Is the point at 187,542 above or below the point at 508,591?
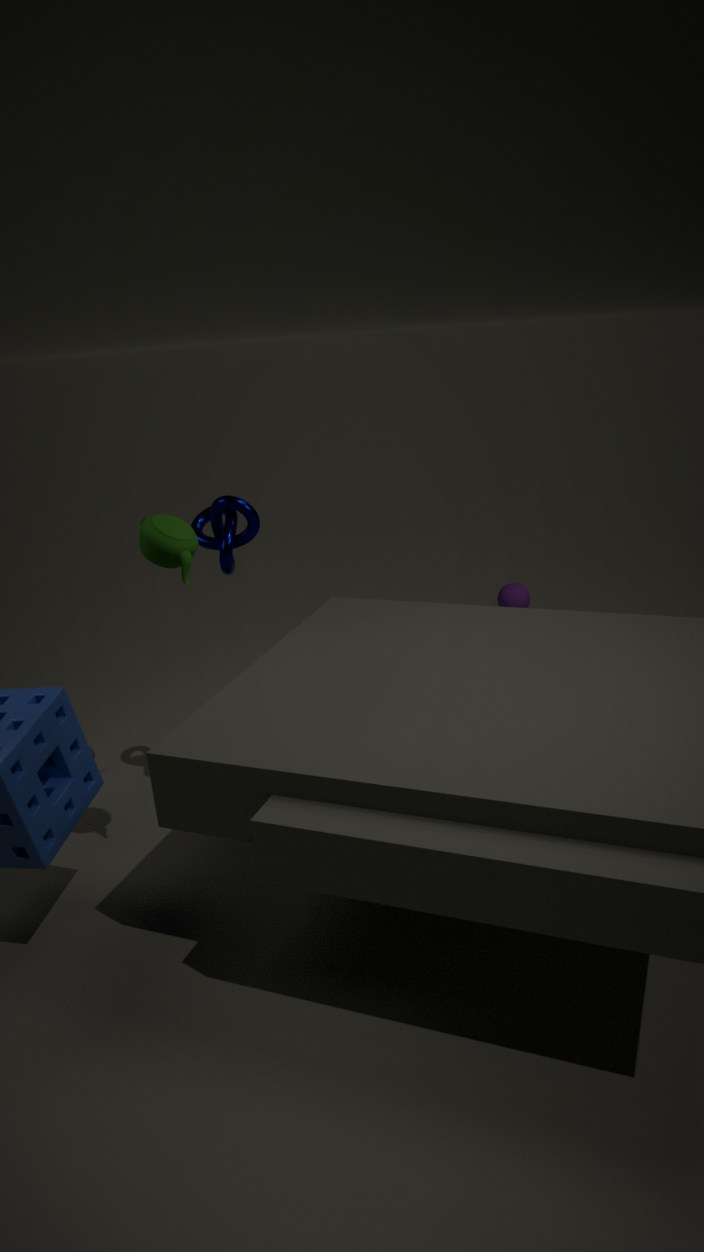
above
